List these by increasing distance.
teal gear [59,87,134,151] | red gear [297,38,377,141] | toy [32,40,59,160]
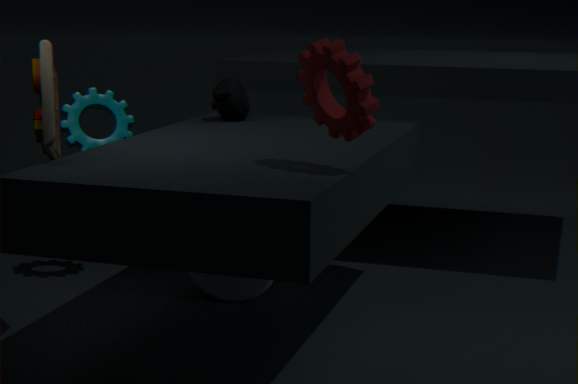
red gear [297,38,377,141]
toy [32,40,59,160]
teal gear [59,87,134,151]
